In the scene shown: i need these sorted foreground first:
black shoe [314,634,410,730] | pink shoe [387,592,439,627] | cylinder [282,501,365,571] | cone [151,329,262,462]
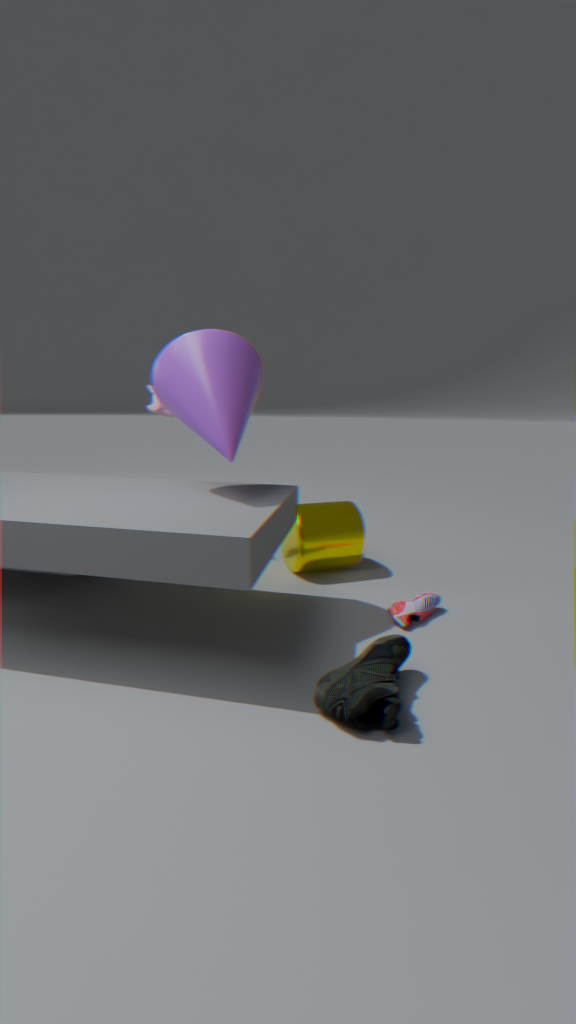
black shoe [314,634,410,730] < cone [151,329,262,462] < pink shoe [387,592,439,627] < cylinder [282,501,365,571]
